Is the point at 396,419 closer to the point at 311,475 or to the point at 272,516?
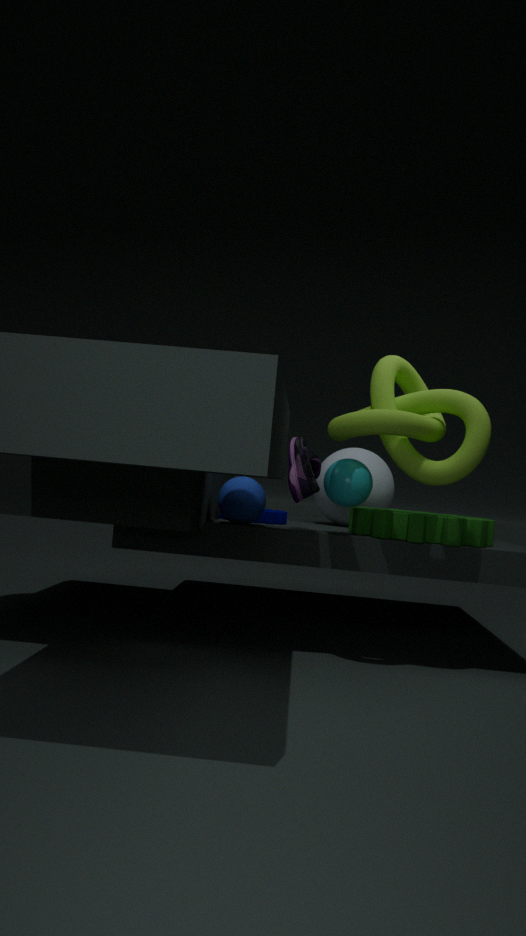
the point at 311,475
